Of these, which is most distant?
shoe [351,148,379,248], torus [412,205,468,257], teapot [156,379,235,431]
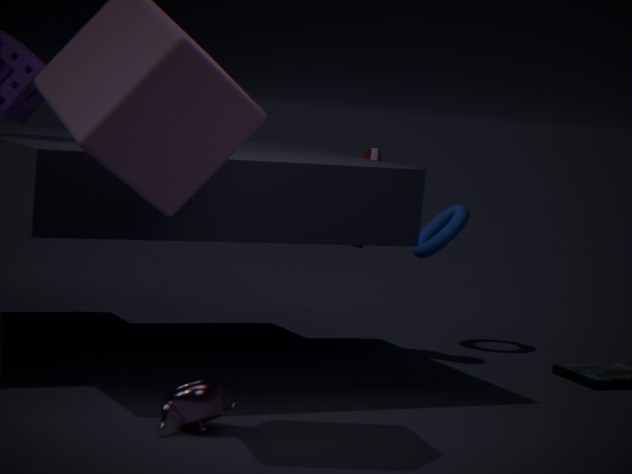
torus [412,205,468,257]
